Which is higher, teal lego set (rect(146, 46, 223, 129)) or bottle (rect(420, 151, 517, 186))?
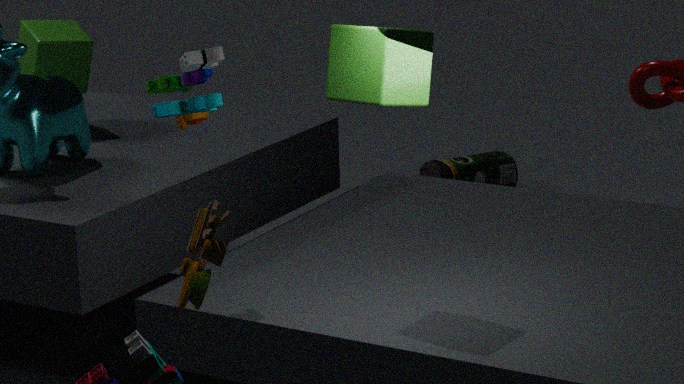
teal lego set (rect(146, 46, 223, 129))
